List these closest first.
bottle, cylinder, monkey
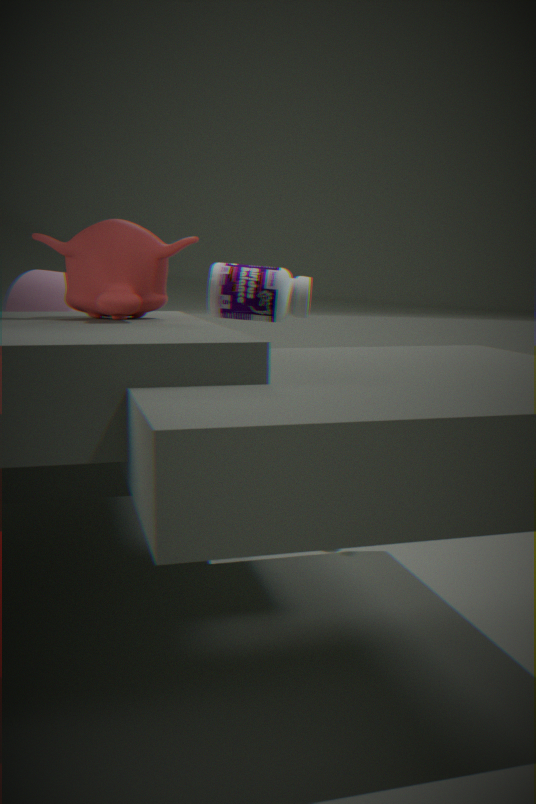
monkey
cylinder
bottle
